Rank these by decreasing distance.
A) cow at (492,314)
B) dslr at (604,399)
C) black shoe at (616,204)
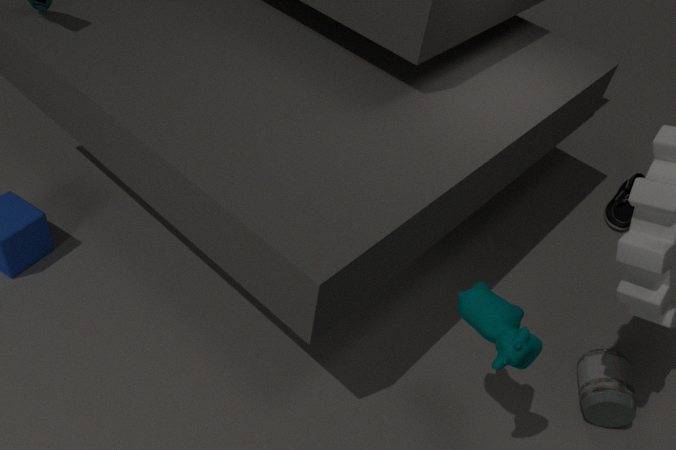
1. black shoe at (616,204)
2. dslr at (604,399)
3. cow at (492,314)
